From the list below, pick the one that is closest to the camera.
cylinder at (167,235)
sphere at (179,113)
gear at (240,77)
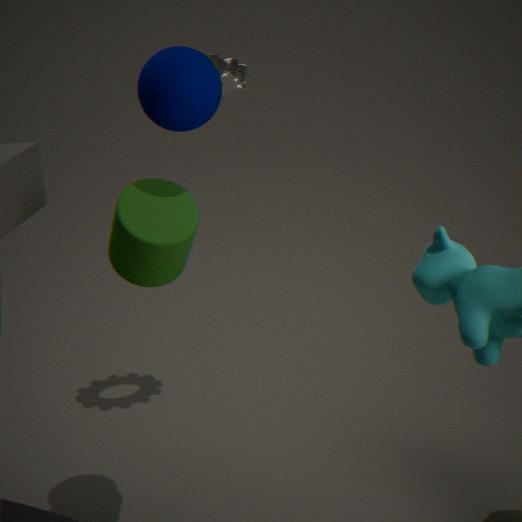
sphere at (179,113)
